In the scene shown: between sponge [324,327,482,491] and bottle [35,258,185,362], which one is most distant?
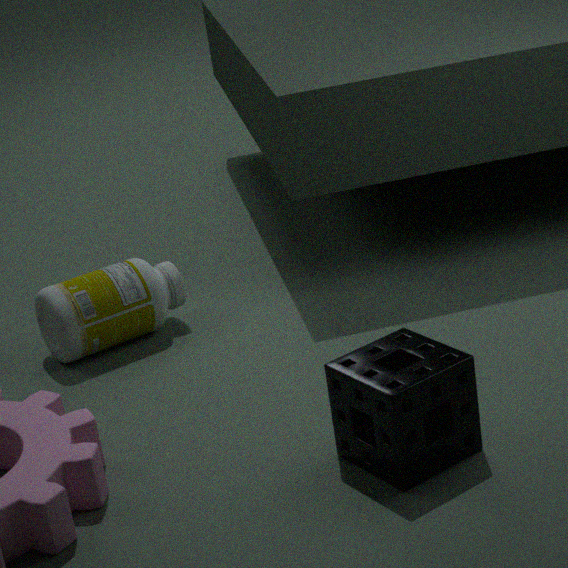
bottle [35,258,185,362]
